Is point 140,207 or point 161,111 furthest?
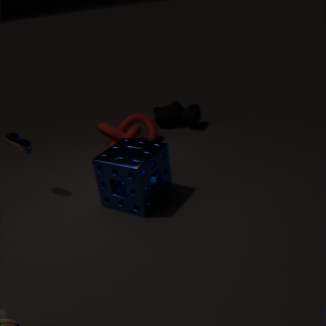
point 161,111
